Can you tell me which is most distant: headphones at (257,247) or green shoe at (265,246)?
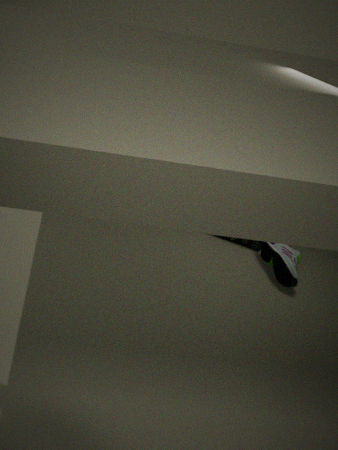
headphones at (257,247)
